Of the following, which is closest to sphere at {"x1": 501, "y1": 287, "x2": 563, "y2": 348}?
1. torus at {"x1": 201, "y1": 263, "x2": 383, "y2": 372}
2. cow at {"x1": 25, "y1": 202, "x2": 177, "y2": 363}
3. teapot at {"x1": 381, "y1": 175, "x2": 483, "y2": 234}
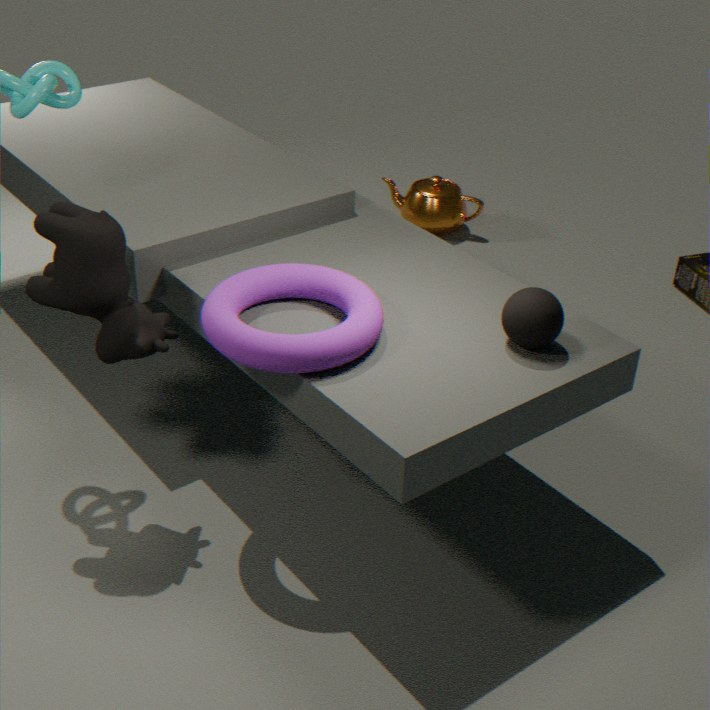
torus at {"x1": 201, "y1": 263, "x2": 383, "y2": 372}
